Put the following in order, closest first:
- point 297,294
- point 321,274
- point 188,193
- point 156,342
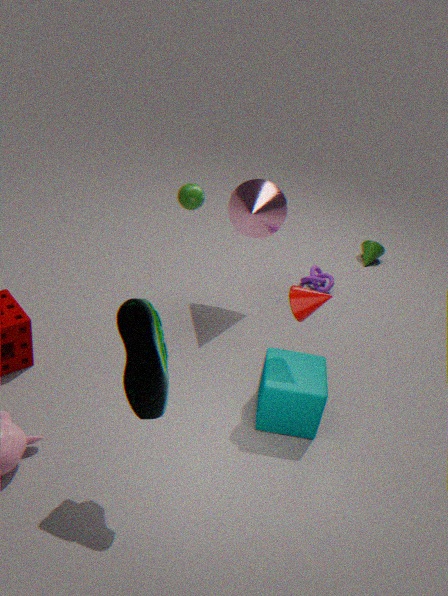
1. point 156,342
2. point 297,294
3. point 188,193
4. point 321,274
